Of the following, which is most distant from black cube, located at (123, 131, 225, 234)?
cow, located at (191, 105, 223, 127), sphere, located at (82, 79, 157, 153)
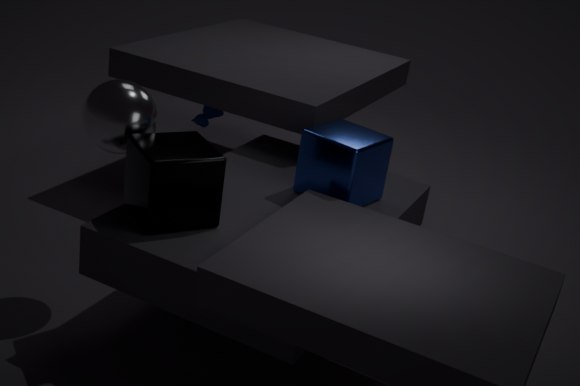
cow, located at (191, 105, 223, 127)
